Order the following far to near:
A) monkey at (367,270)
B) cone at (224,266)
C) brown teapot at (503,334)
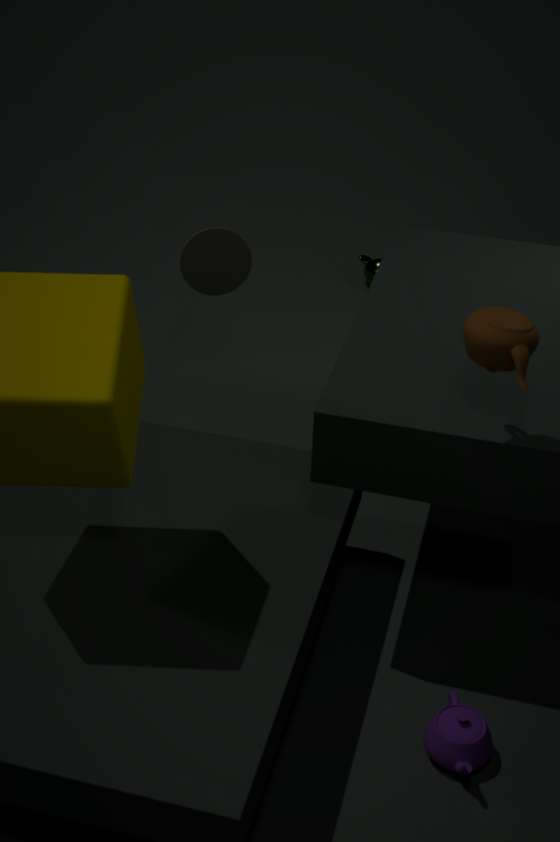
monkey at (367,270) < cone at (224,266) < brown teapot at (503,334)
